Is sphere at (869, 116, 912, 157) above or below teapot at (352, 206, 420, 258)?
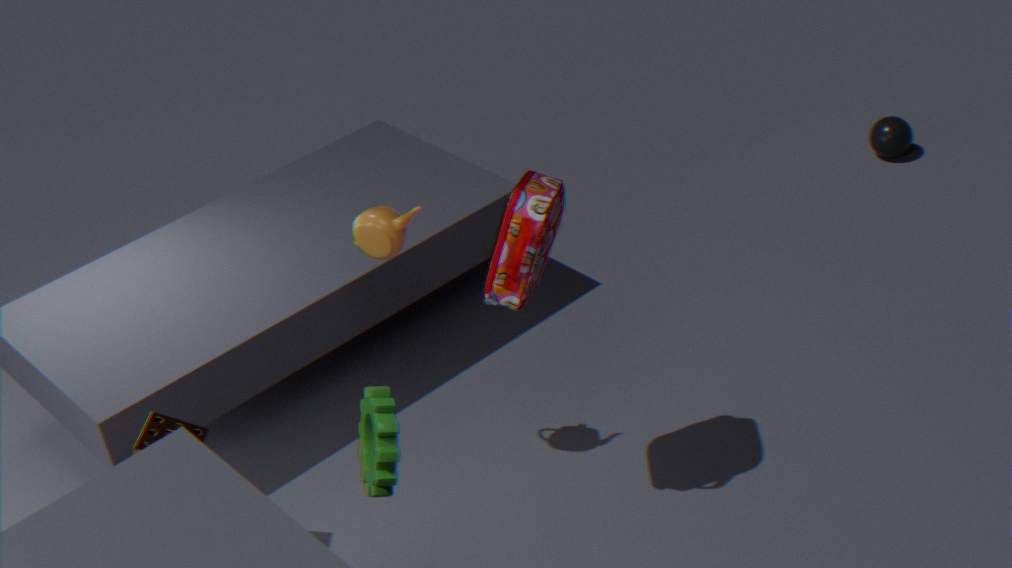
below
